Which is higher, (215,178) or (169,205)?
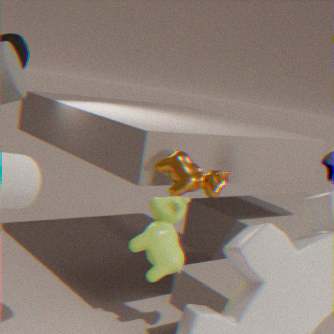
(215,178)
